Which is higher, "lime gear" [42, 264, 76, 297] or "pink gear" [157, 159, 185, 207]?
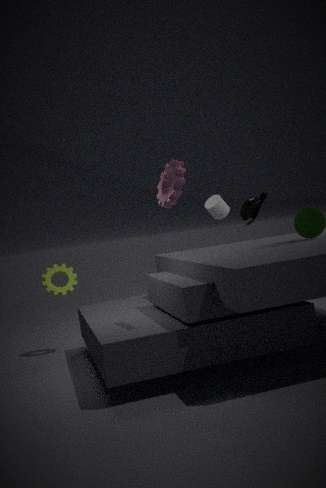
"pink gear" [157, 159, 185, 207]
